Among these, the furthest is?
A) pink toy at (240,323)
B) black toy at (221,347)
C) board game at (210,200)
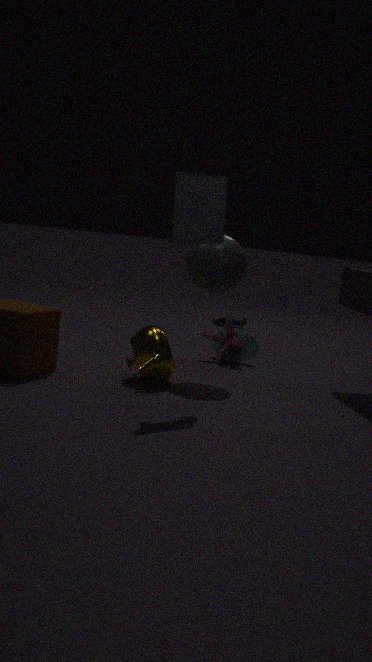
pink toy at (240,323)
